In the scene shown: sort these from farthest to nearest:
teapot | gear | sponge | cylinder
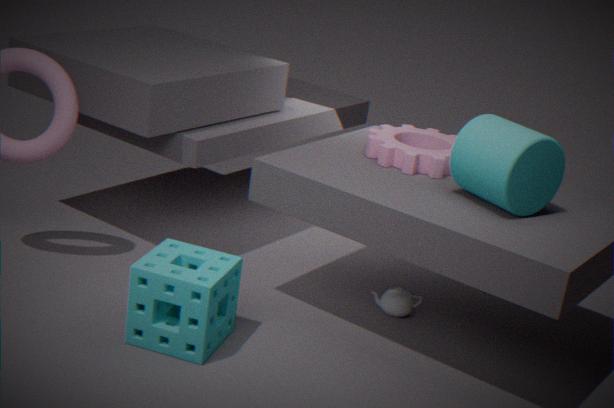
teapot, gear, cylinder, sponge
